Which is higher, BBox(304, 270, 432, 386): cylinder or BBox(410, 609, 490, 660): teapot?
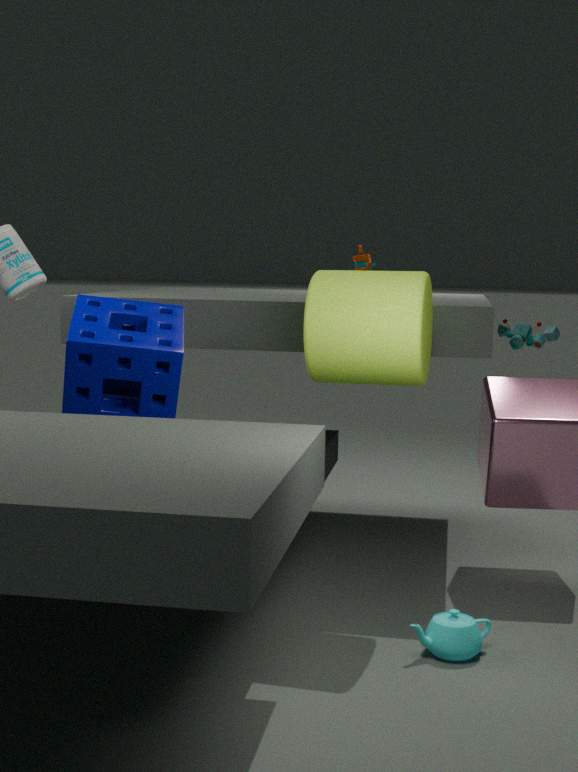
BBox(304, 270, 432, 386): cylinder
